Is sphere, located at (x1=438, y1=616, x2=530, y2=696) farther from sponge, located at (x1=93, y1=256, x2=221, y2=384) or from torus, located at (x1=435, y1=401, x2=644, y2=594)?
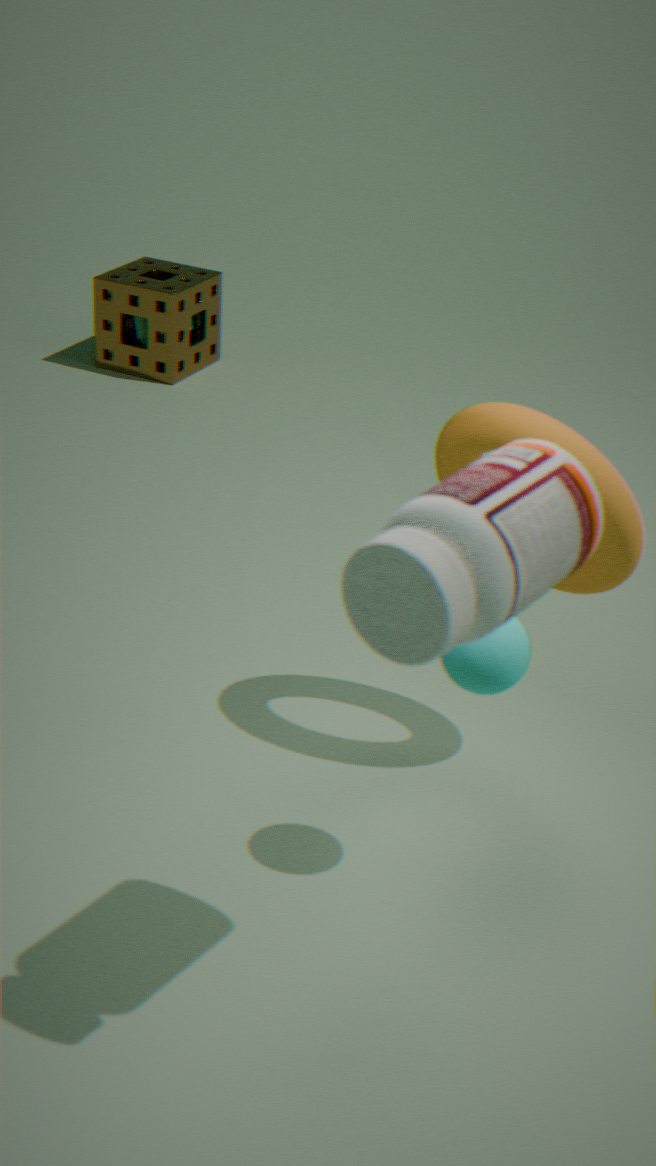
sponge, located at (x1=93, y1=256, x2=221, y2=384)
